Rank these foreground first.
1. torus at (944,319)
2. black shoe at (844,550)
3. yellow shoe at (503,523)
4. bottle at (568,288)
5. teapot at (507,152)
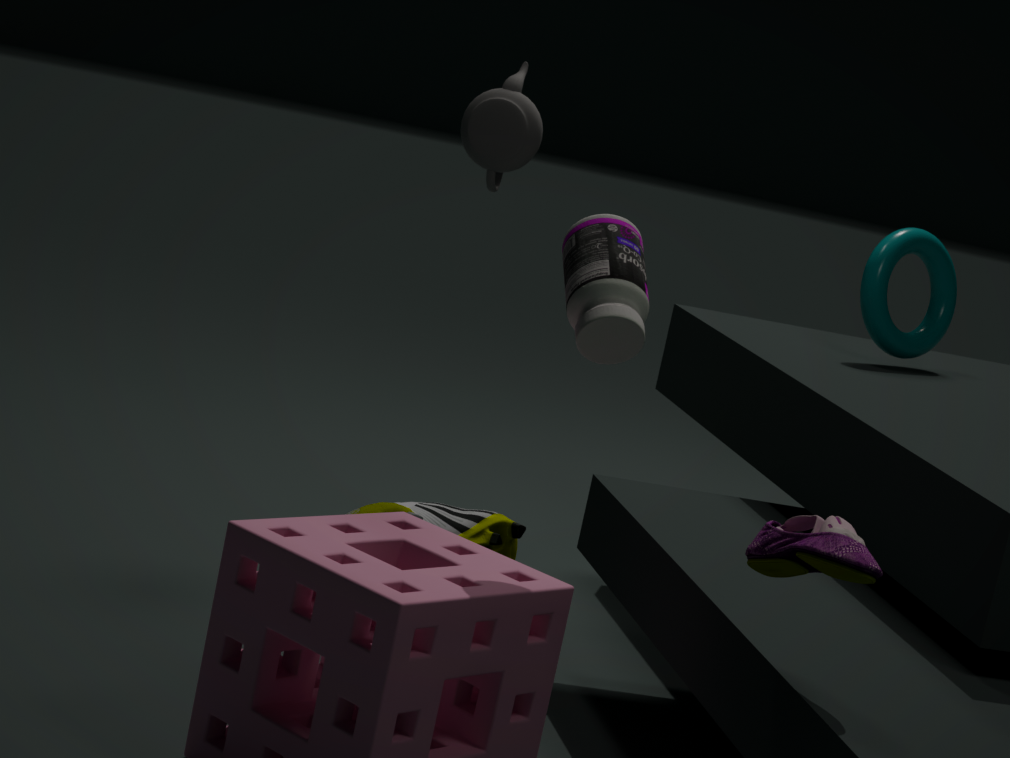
black shoe at (844,550) < bottle at (568,288) < yellow shoe at (503,523) < teapot at (507,152) < torus at (944,319)
